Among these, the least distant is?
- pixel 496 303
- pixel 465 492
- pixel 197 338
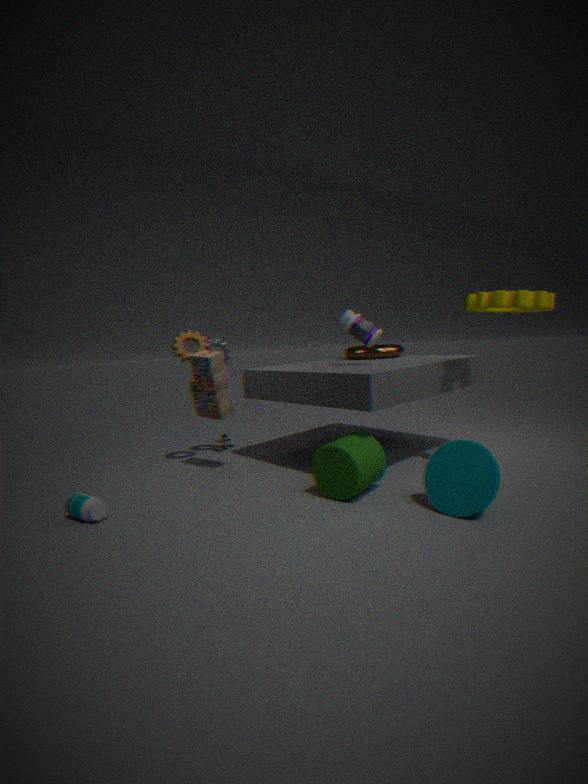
pixel 465 492
